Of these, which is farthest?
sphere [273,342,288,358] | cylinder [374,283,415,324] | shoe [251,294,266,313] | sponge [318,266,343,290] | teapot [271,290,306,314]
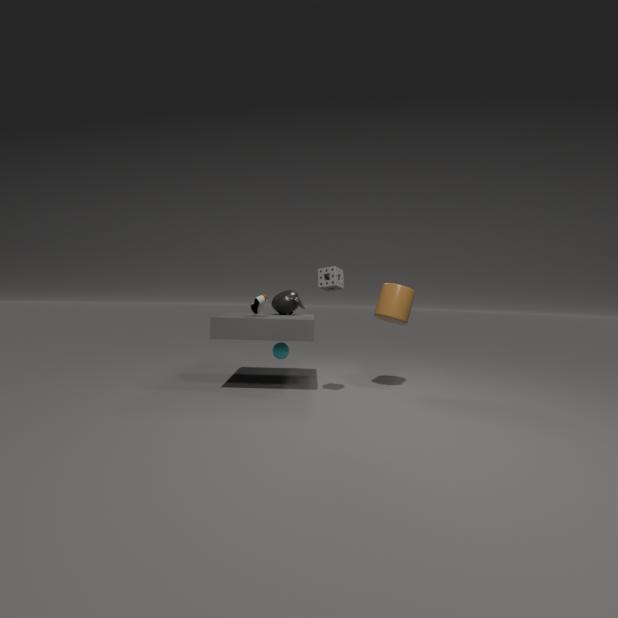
teapot [271,290,306,314]
